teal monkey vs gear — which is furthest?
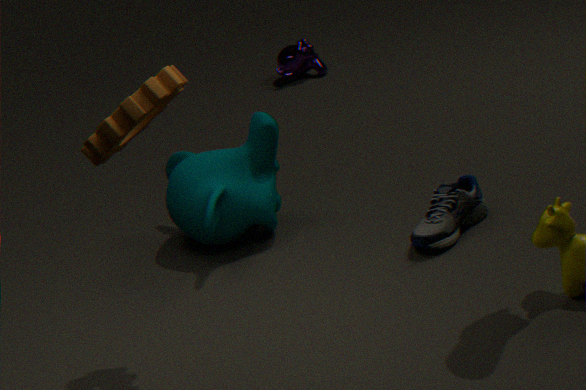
teal monkey
